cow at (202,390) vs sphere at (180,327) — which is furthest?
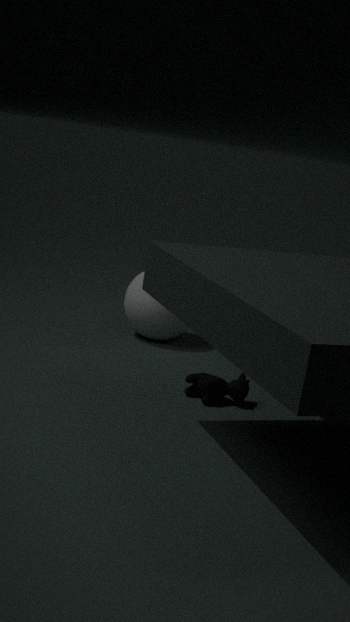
sphere at (180,327)
